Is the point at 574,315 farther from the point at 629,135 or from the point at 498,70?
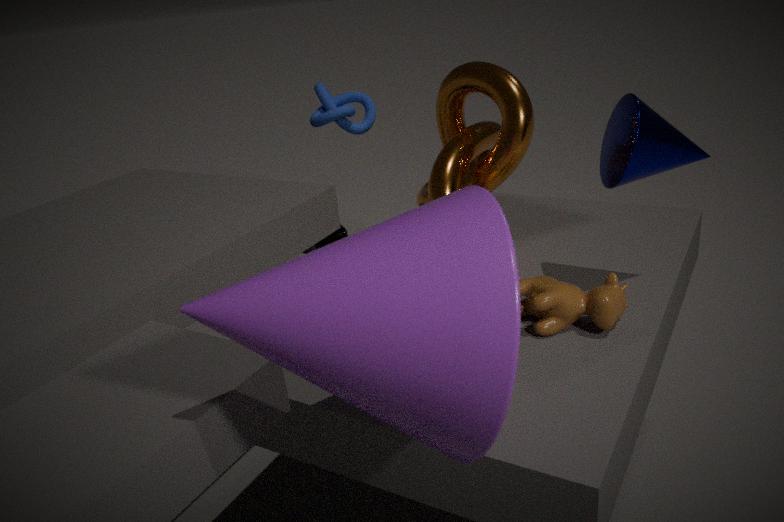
the point at 498,70
